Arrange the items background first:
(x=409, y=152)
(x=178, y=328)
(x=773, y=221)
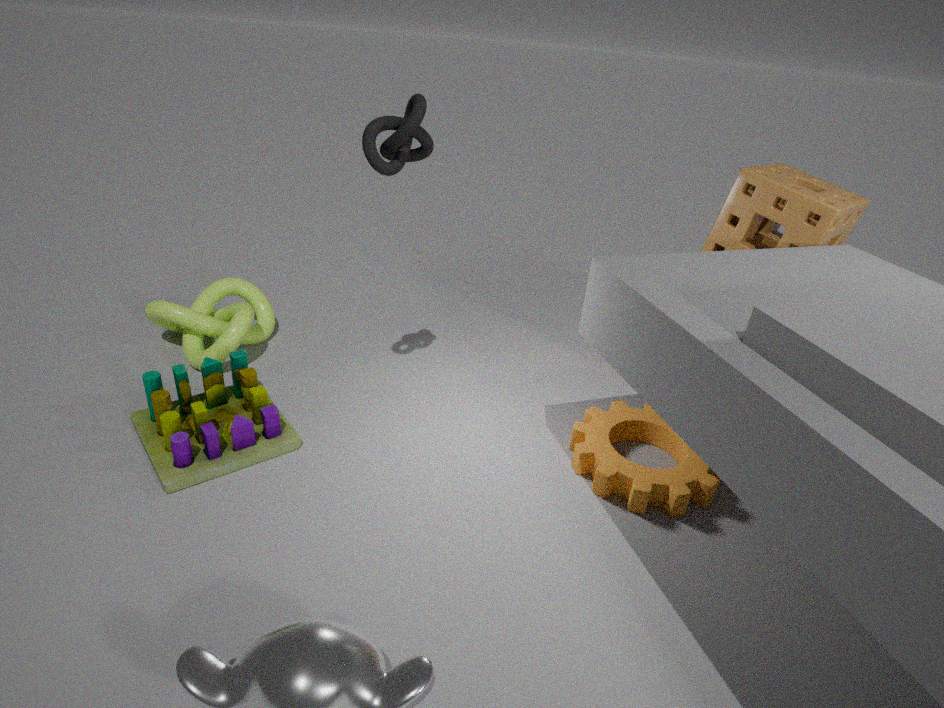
(x=178, y=328), (x=773, y=221), (x=409, y=152)
